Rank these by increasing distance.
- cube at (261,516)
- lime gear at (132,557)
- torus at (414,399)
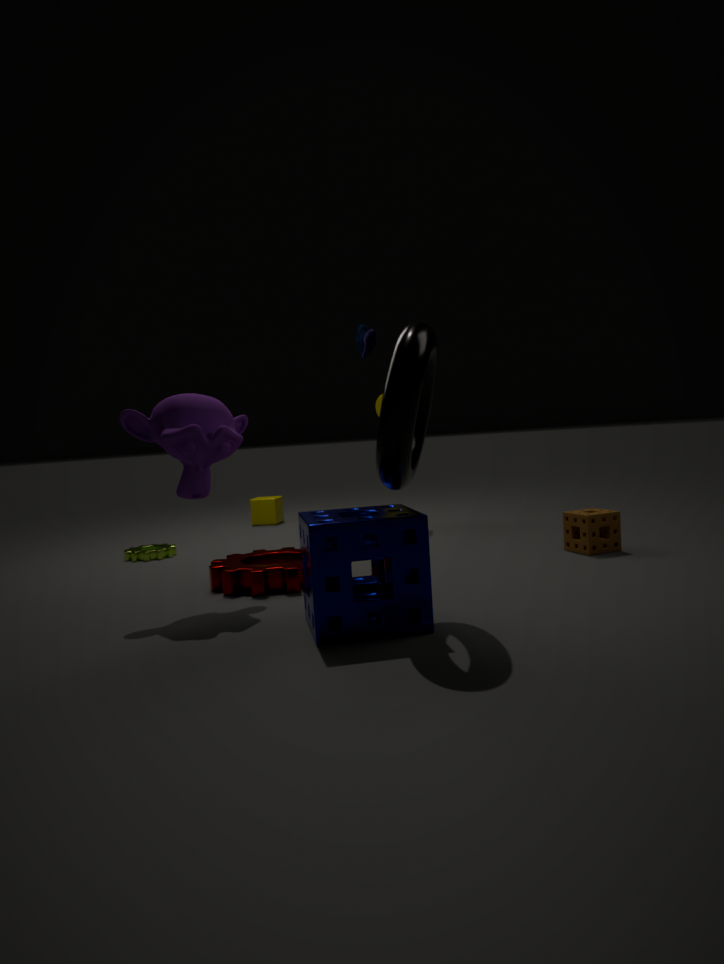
torus at (414,399) < lime gear at (132,557) < cube at (261,516)
